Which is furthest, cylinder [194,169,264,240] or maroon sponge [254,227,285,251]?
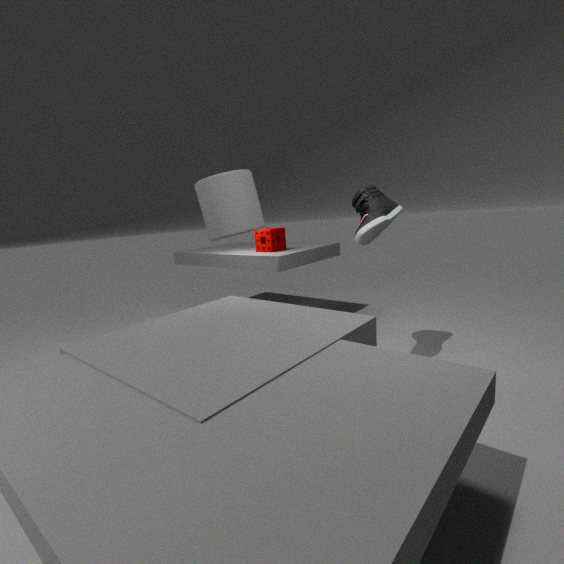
maroon sponge [254,227,285,251]
